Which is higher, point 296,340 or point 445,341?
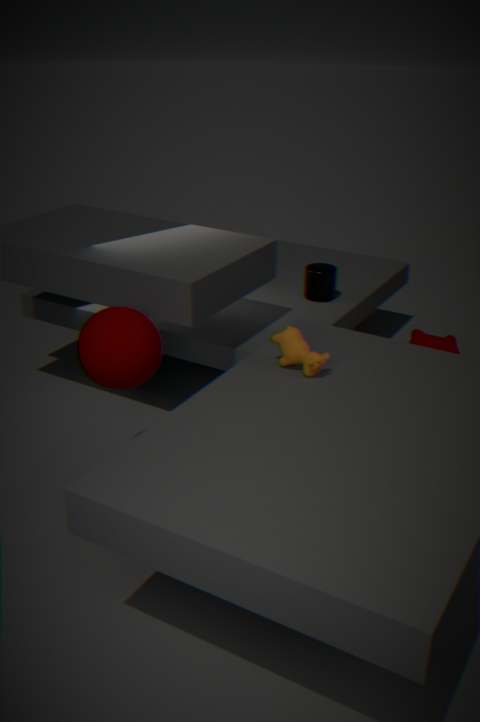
point 296,340
